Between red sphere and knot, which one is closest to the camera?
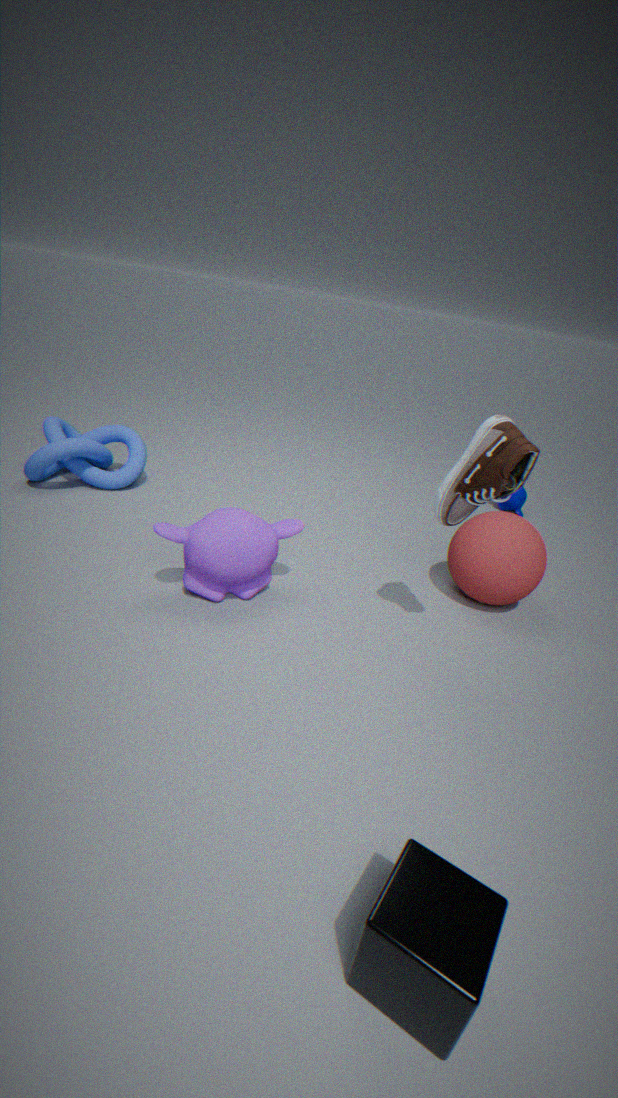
red sphere
